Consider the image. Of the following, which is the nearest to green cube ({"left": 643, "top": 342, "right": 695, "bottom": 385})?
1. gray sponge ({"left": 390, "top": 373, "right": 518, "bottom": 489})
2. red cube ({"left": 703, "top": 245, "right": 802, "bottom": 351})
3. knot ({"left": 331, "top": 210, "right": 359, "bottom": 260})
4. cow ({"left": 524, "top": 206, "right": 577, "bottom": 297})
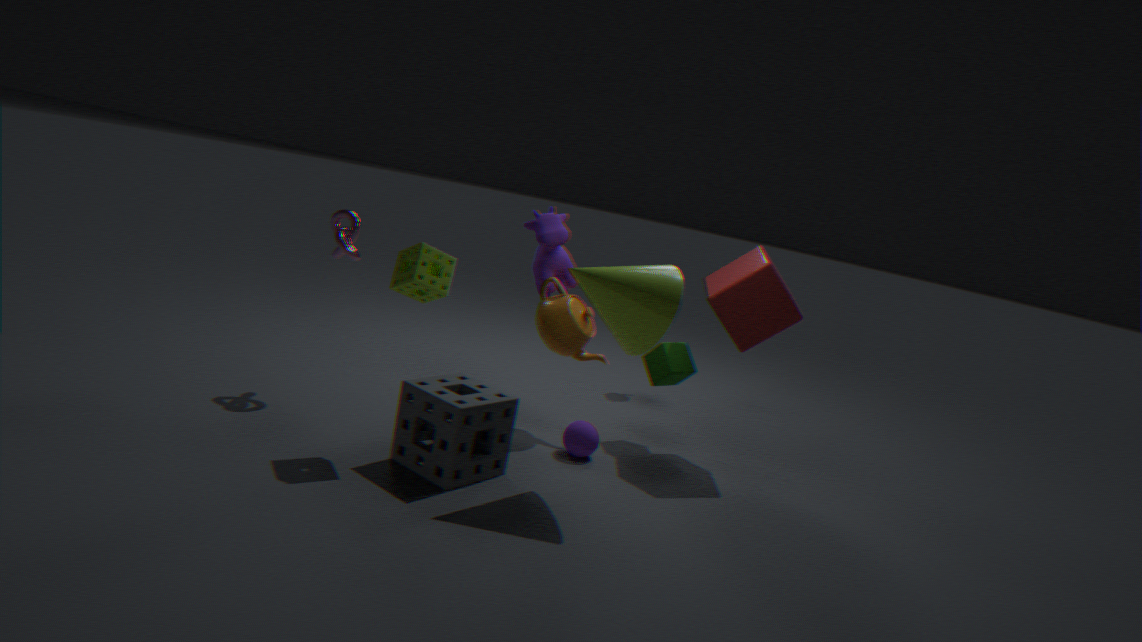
red cube ({"left": 703, "top": 245, "right": 802, "bottom": 351})
